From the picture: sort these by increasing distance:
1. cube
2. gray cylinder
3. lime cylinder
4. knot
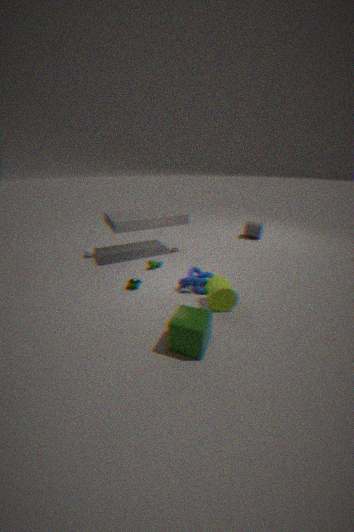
cube, lime cylinder, knot, gray cylinder
